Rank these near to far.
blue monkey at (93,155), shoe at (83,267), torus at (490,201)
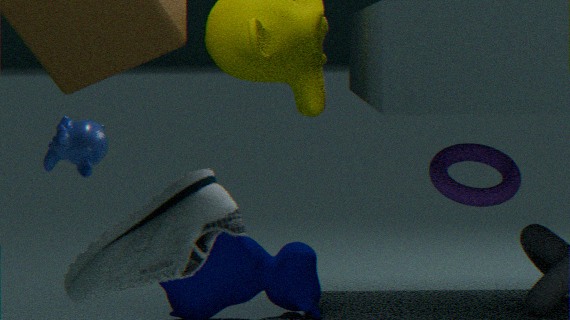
shoe at (83,267), blue monkey at (93,155), torus at (490,201)
